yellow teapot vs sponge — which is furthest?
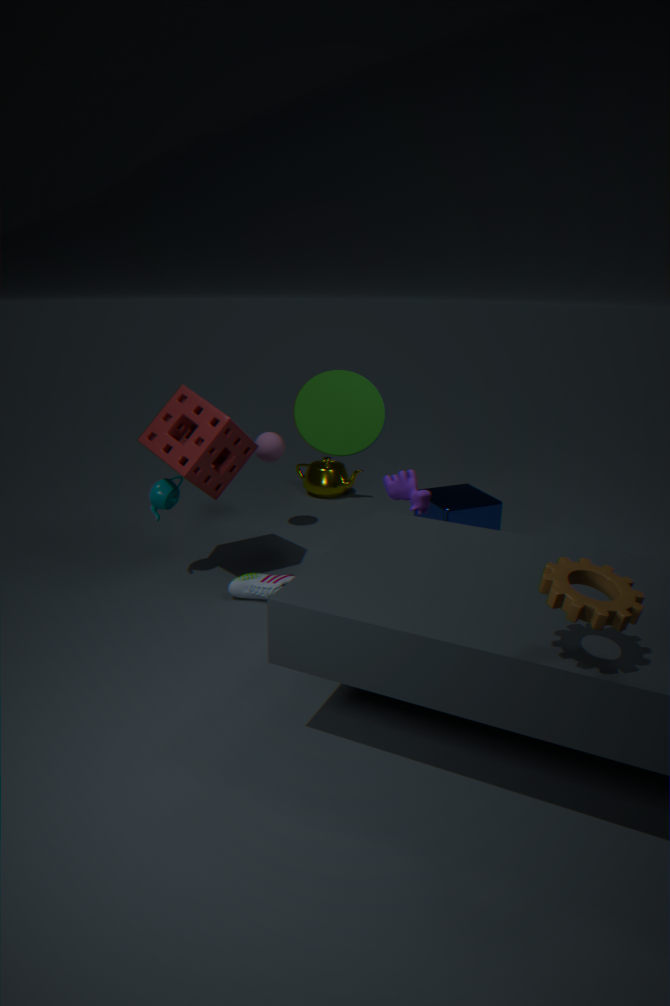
yellow teapot
